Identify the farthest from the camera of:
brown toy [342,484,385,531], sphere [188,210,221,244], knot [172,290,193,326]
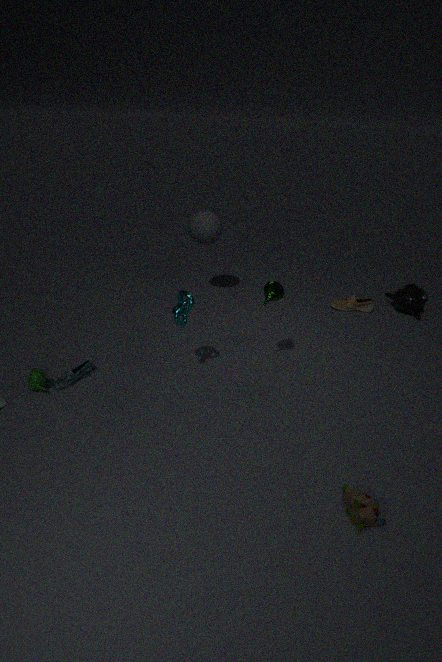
sphere [188,210,221,244]
